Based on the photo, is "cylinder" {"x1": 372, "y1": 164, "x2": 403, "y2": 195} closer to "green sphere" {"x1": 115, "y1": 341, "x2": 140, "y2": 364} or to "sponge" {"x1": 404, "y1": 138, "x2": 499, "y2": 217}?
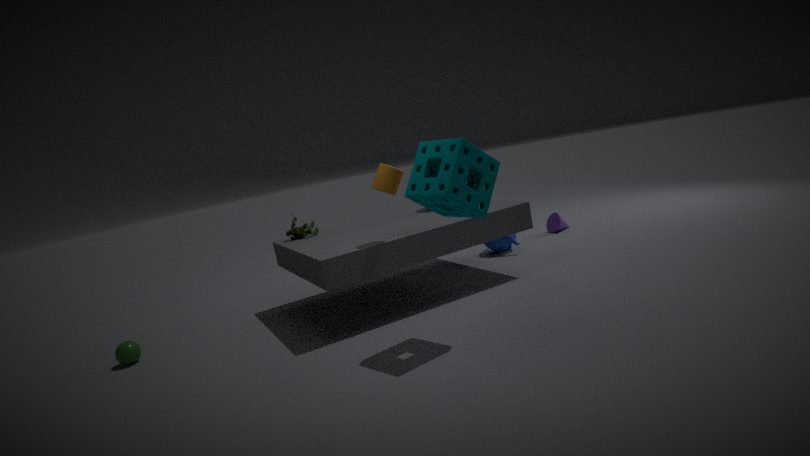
"sponge" {"x1": 404, "y1": 138, "x2": 499, "y2": 217}
